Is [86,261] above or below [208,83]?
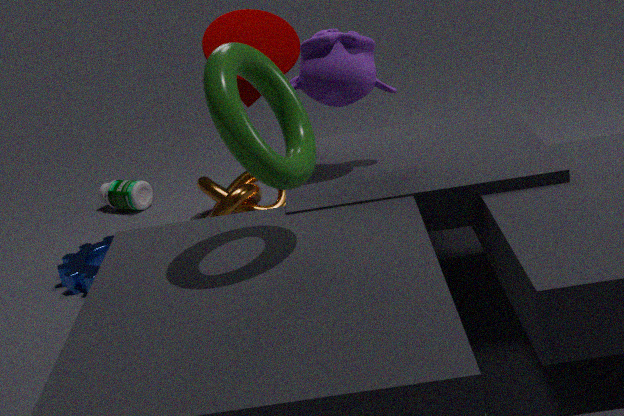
below
